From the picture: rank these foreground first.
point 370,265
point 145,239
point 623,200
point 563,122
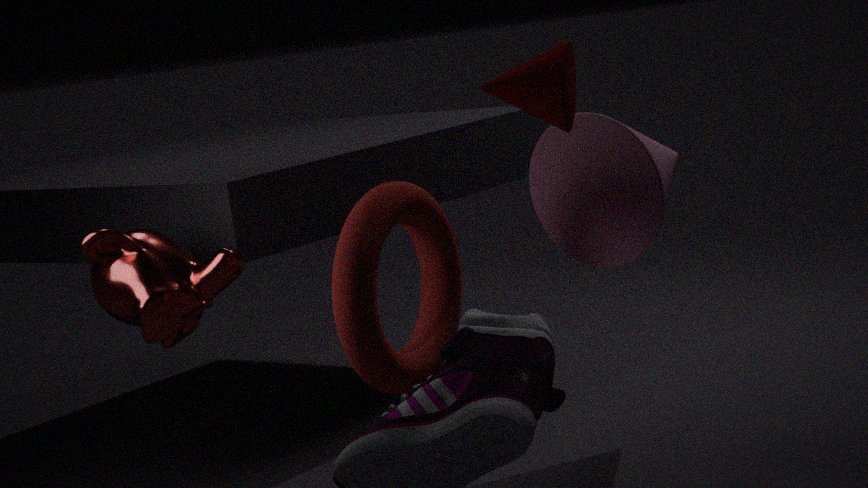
point 563,122 → point 370,265 → point 145,239 → point 623,200
